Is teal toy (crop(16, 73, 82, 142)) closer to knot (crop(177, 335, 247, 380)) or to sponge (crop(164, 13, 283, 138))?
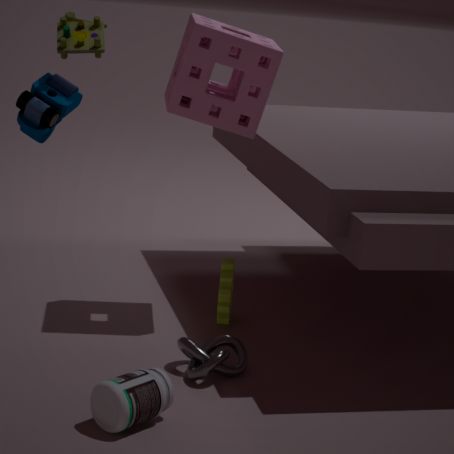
sponge (crop(164, 13, 283, 138))
